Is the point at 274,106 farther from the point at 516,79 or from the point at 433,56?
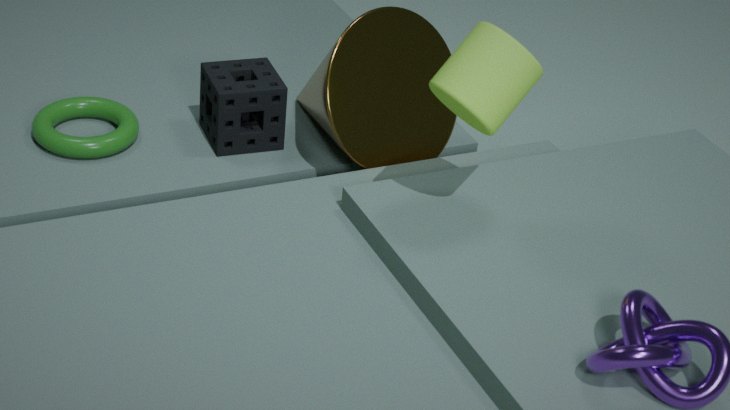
the point at 516,79
